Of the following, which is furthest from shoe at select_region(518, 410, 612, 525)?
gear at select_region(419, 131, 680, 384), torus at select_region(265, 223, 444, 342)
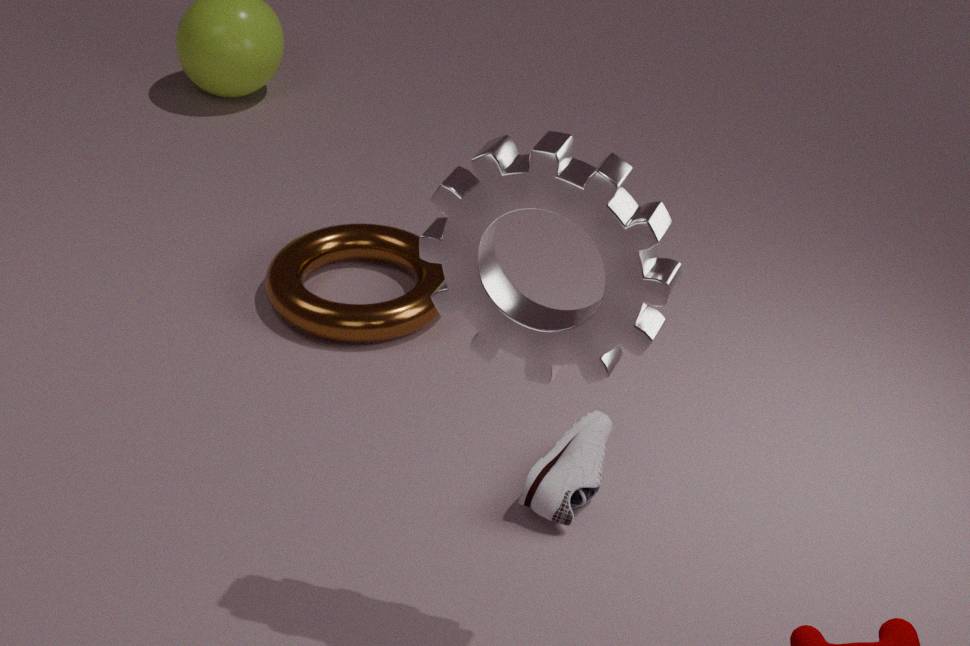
torus at select_region(265, 223, 444, 342)
